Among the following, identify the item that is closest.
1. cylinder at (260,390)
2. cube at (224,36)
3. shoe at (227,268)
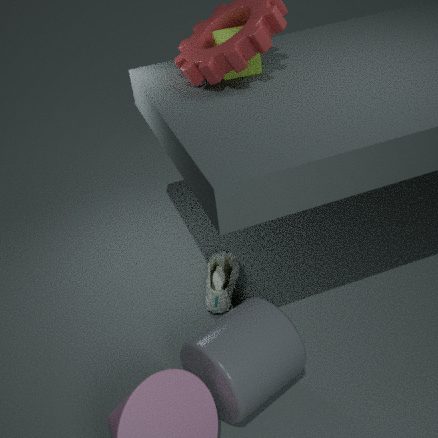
cylinder at (260,390)
